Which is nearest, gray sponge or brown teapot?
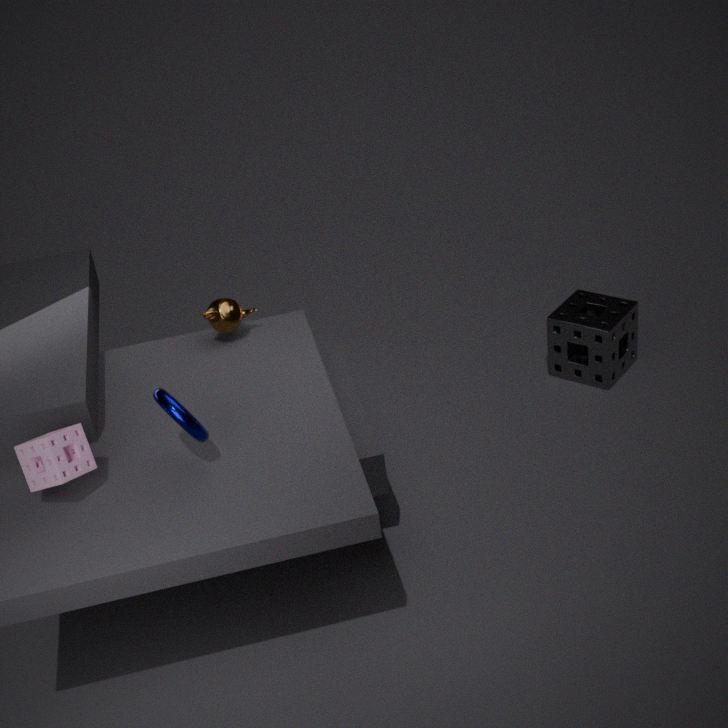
brown teapot
